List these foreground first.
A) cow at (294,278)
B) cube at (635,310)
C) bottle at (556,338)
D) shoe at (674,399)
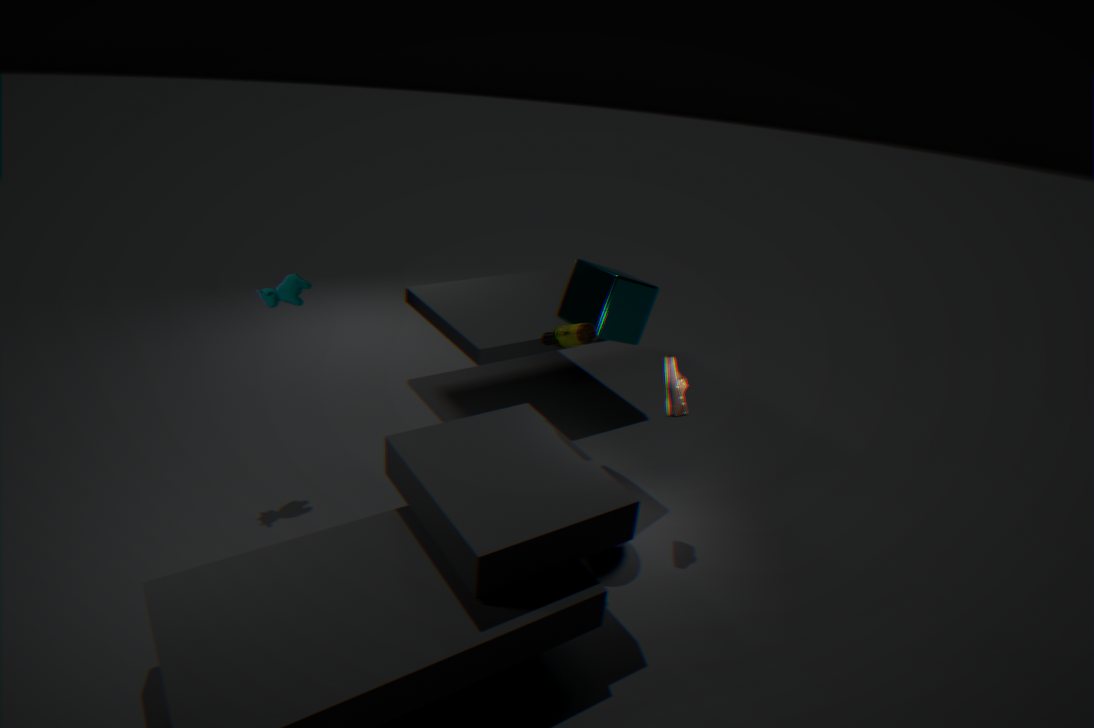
bottle at (556,338) → shoe at (674,399) → cow at (294,278) → cube at (635,310)
